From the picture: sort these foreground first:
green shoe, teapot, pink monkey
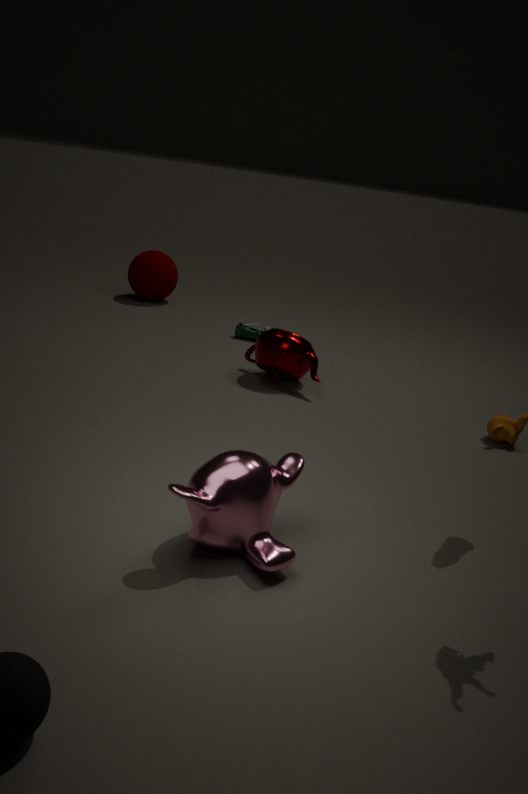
pink monkey
teapot
green shoe
